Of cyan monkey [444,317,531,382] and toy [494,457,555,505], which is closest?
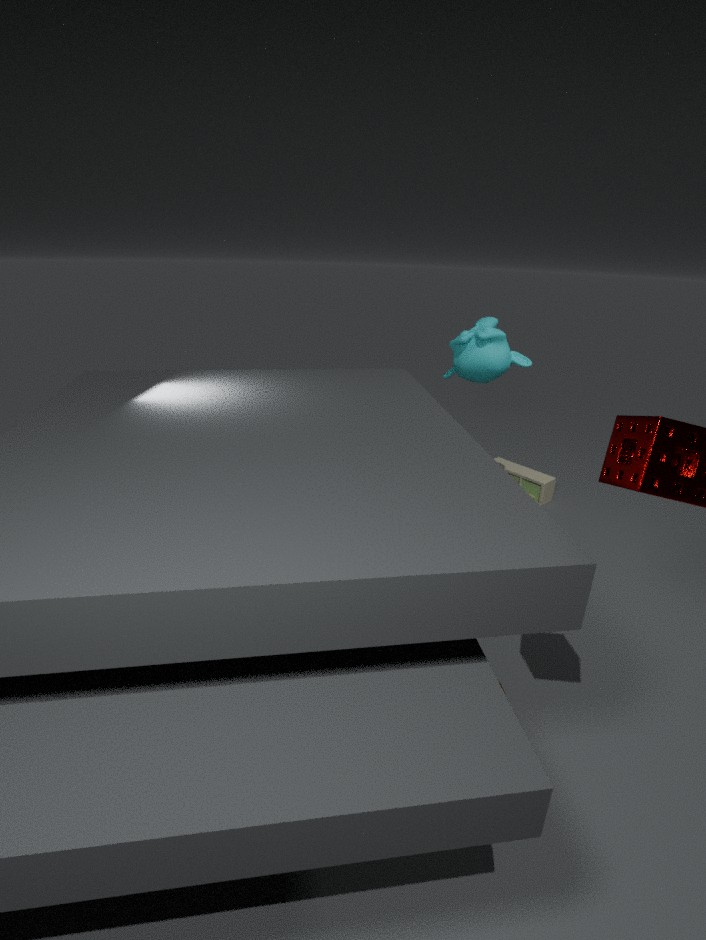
cyan monkey [444,317,531,382]
